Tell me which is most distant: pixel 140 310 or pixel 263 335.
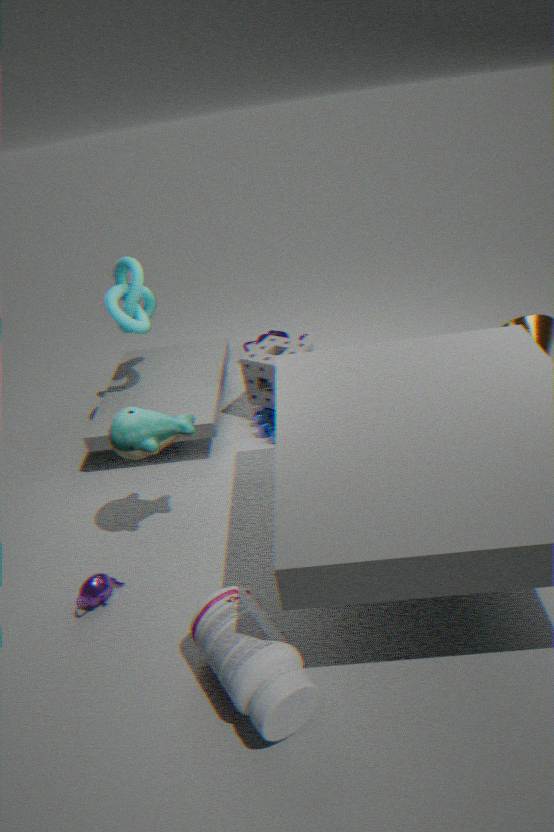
pixel 263 335
